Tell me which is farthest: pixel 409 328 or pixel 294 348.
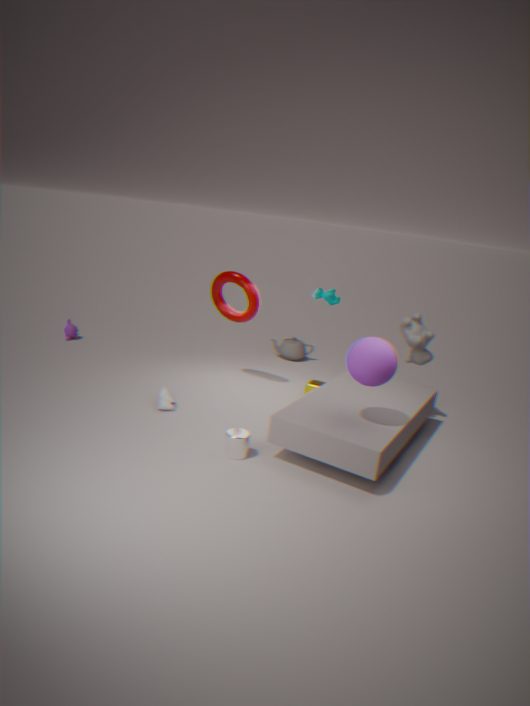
pixel 294 348
